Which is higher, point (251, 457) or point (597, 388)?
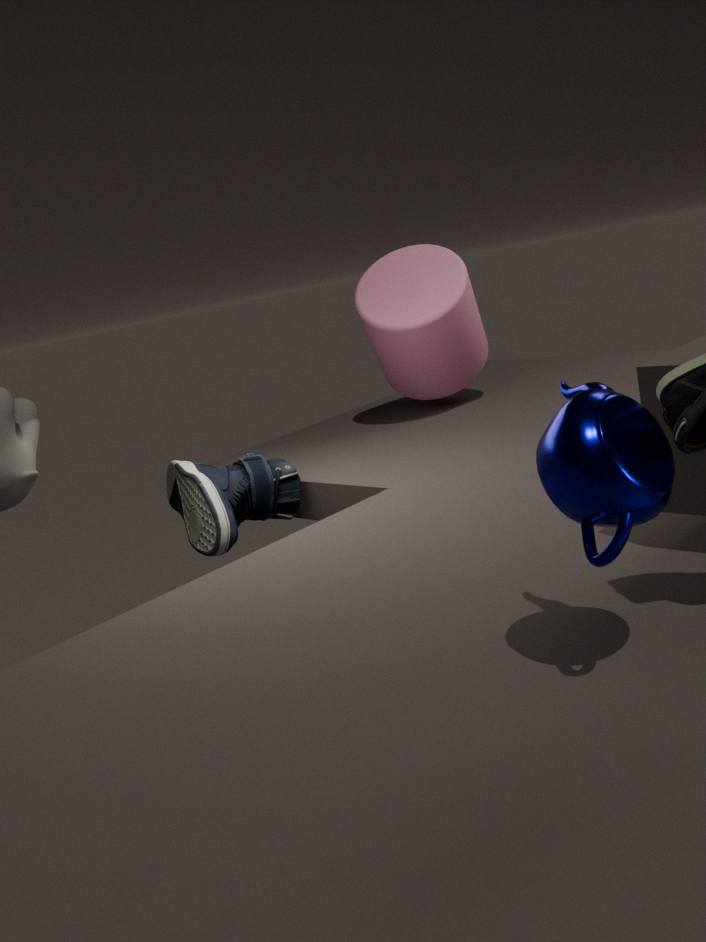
point (597, 388)
